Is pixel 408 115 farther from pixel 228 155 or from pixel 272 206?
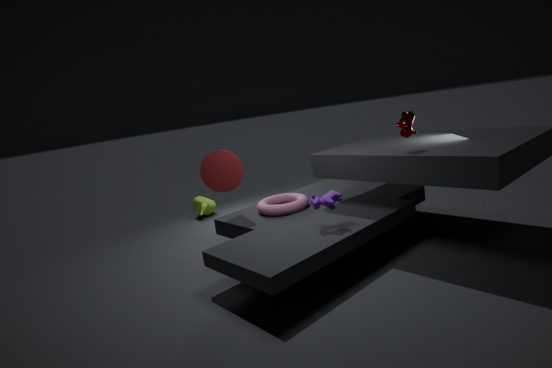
pixel 228 155
